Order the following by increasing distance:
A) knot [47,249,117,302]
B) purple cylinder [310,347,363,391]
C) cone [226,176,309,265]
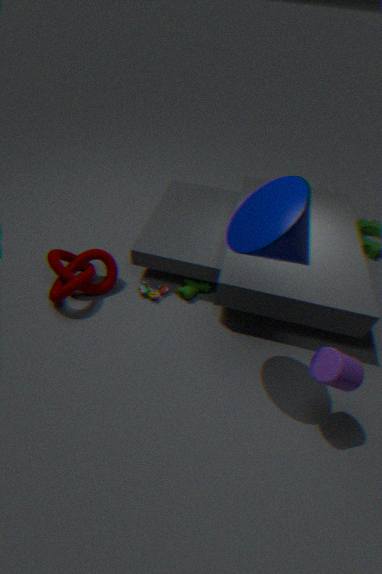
1. cone [226,176,309,265]
2. purple cylinder [310,347,363,391]
3. knot [47,249,117,302]
